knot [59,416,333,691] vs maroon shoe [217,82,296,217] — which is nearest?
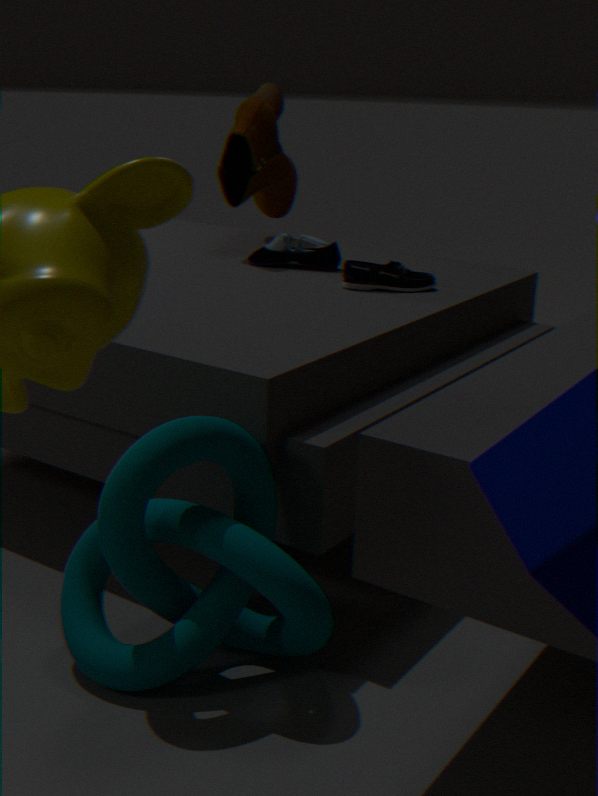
knot [59,416,333,691]
